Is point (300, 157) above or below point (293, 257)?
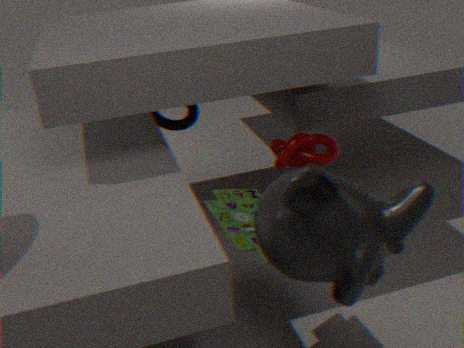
below
